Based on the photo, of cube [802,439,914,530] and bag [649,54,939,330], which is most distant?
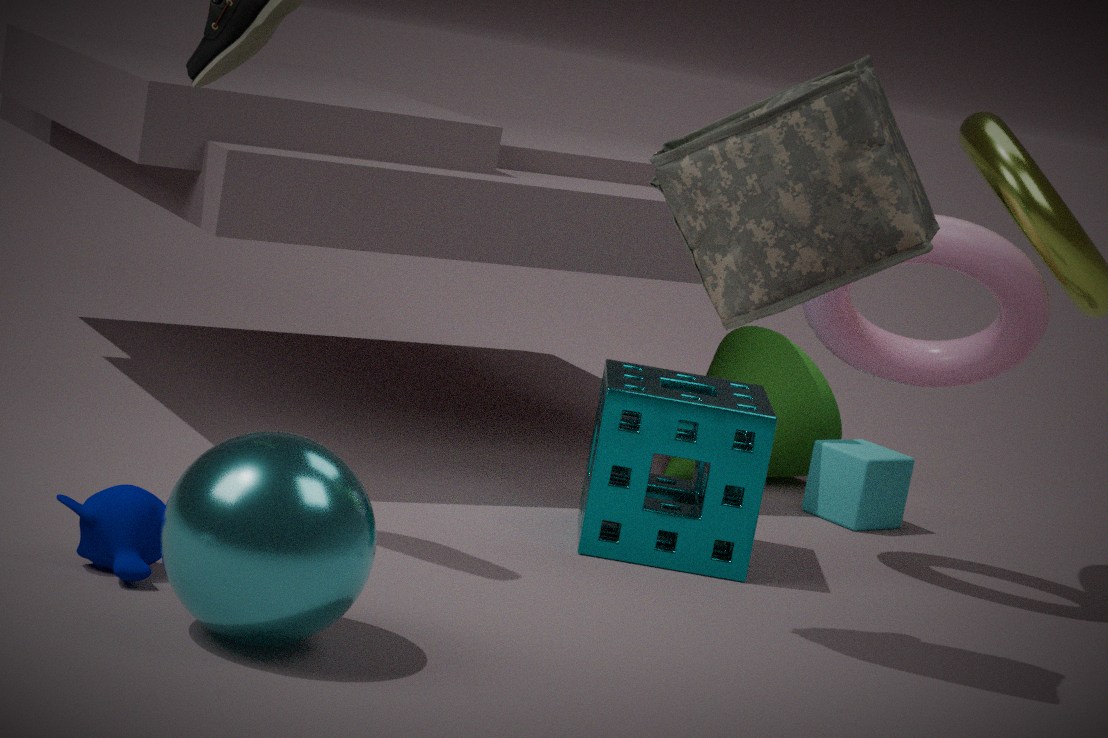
cube [802,439,914,530]
